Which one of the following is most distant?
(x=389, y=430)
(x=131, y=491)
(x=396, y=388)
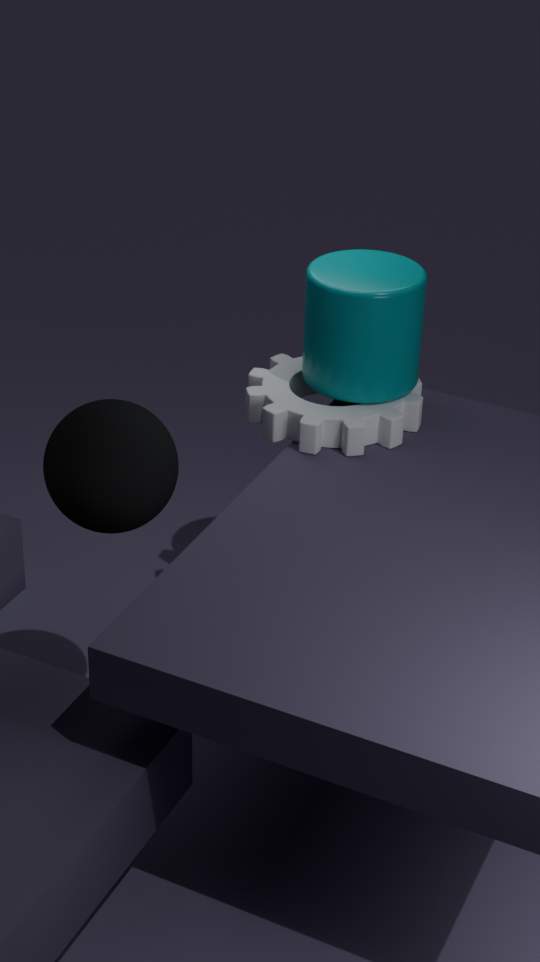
(x=396, y=388)
